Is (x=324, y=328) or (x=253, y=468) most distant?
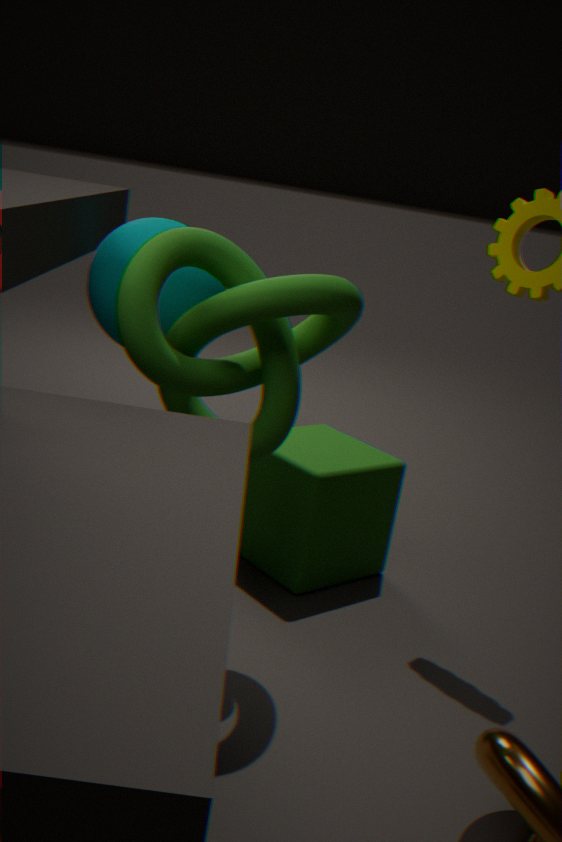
(x=253, y=468)
